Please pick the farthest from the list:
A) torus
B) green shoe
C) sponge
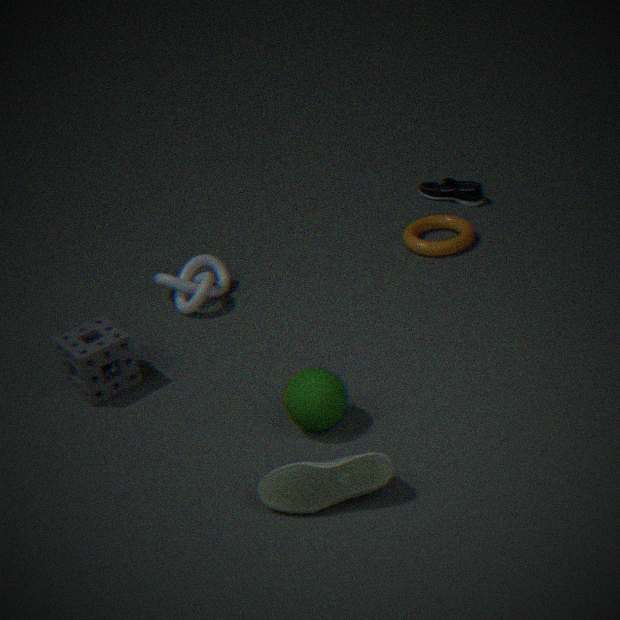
torus
